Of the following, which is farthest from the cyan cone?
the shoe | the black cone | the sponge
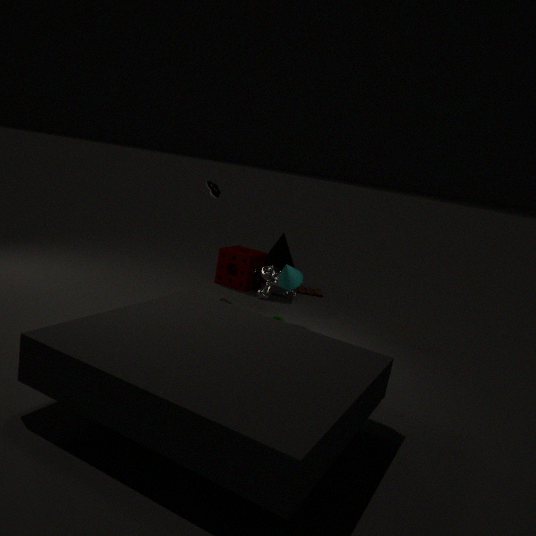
the black cone
